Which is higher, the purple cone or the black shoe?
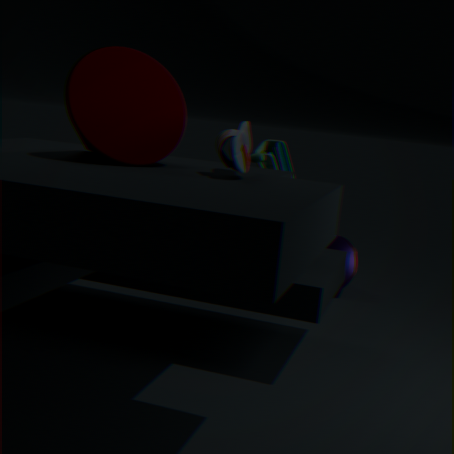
the black shoe
